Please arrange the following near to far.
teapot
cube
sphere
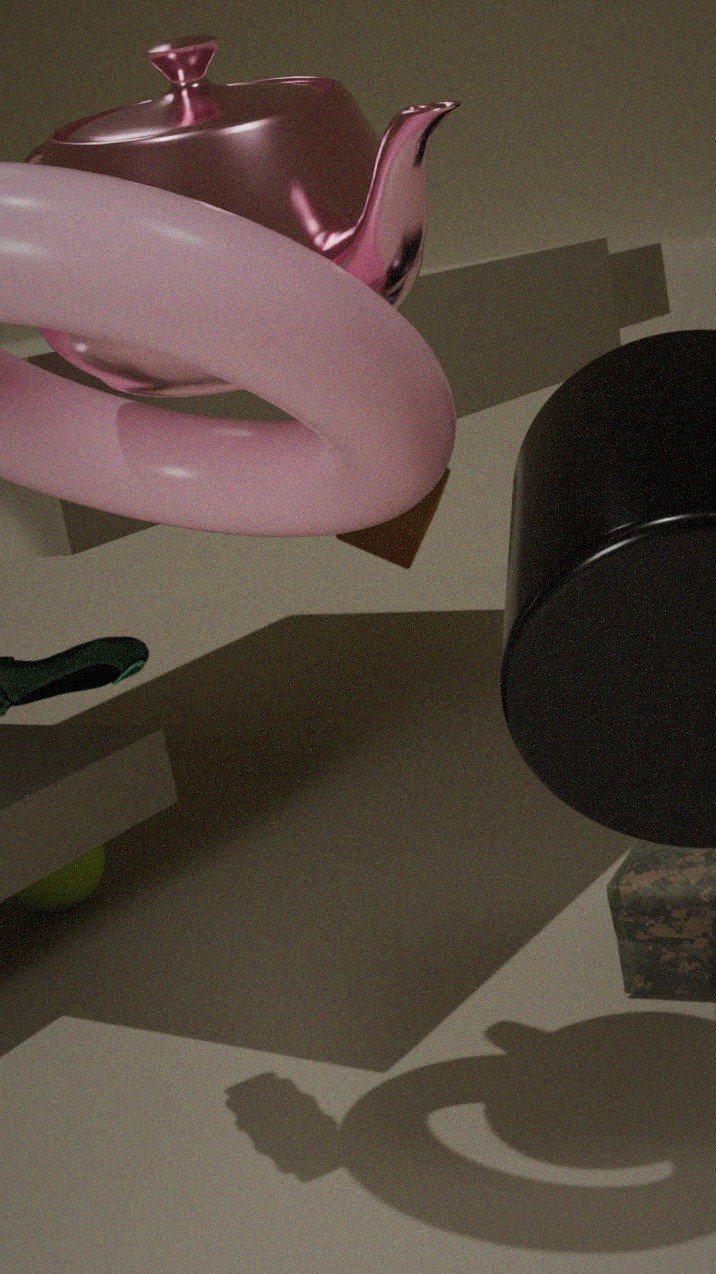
1. teapot
2. sphere
3. cube
